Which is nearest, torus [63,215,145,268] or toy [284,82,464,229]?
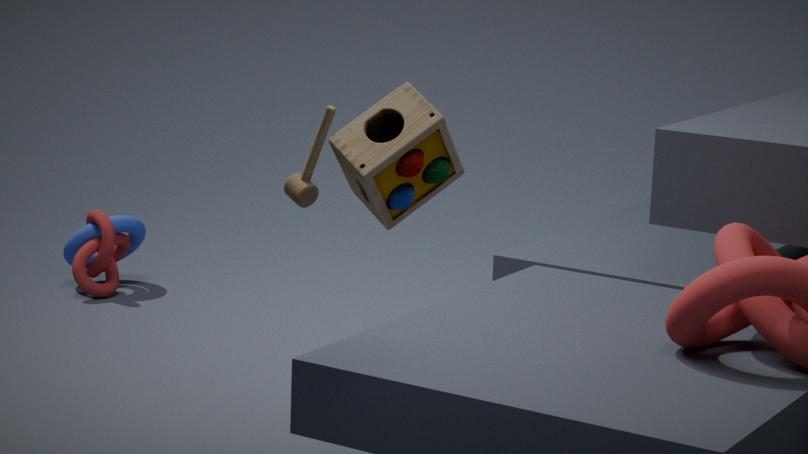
toy [284,82,464,229]
